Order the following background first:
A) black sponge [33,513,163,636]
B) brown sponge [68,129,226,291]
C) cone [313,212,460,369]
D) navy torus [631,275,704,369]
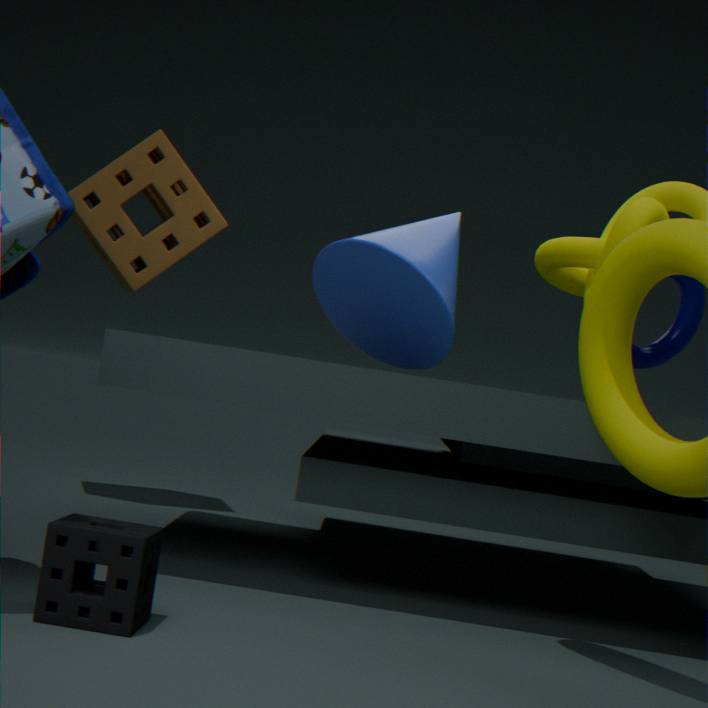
brown sponge [68,129,226,291]
cone [313,212,460,369]
navy torus [631,275,704,369]
black sponge [33,513,163,636]
